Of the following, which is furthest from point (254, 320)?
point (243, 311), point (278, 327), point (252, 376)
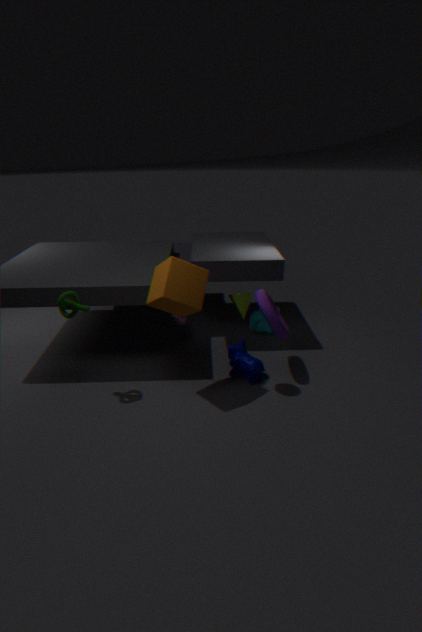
point (243, 311)
